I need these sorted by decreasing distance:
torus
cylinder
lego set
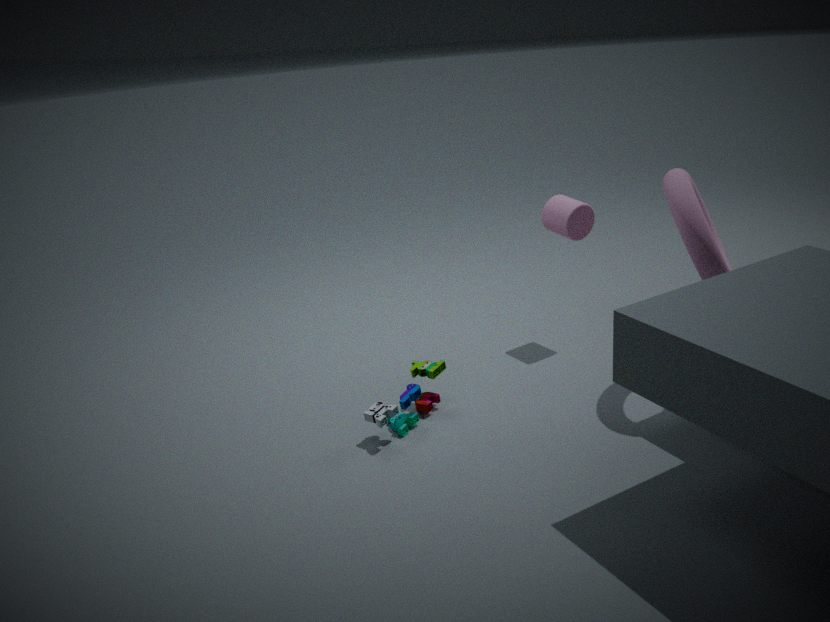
cylinder
lego set
torus
